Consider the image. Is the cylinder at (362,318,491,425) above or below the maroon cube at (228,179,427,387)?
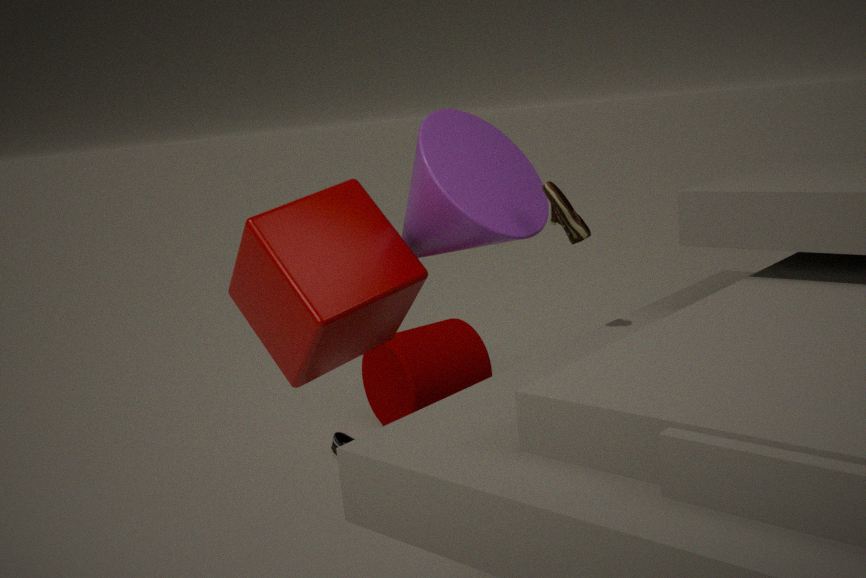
below
